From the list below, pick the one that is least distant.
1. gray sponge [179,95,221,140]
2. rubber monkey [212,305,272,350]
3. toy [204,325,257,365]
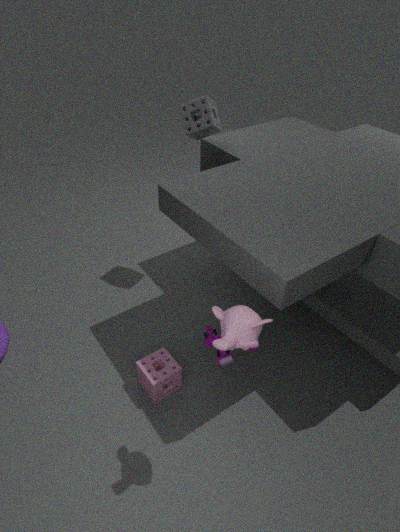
rubber monkey [212,305,272,350]
